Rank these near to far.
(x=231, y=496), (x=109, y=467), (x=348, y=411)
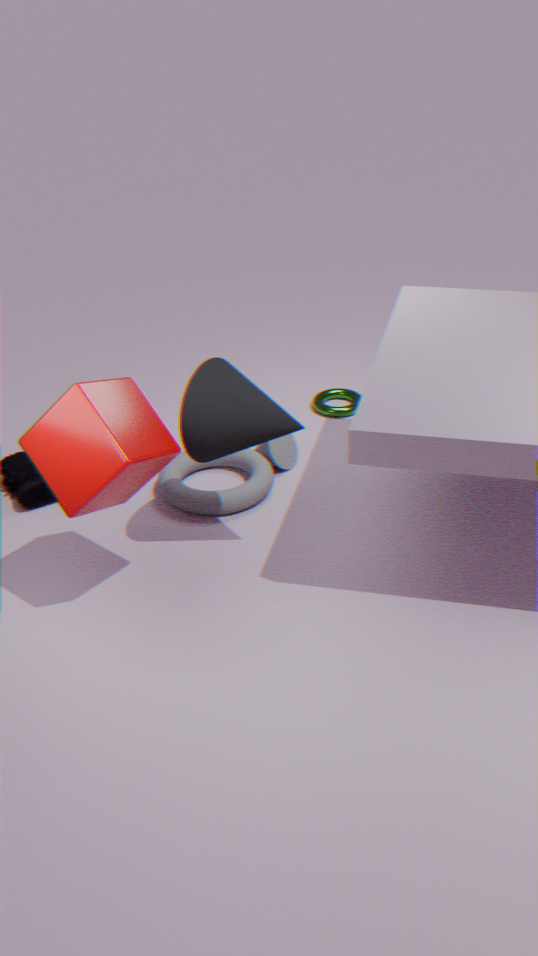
(x=109, y=467), (x=231, y=496), (x=348, y=411)
